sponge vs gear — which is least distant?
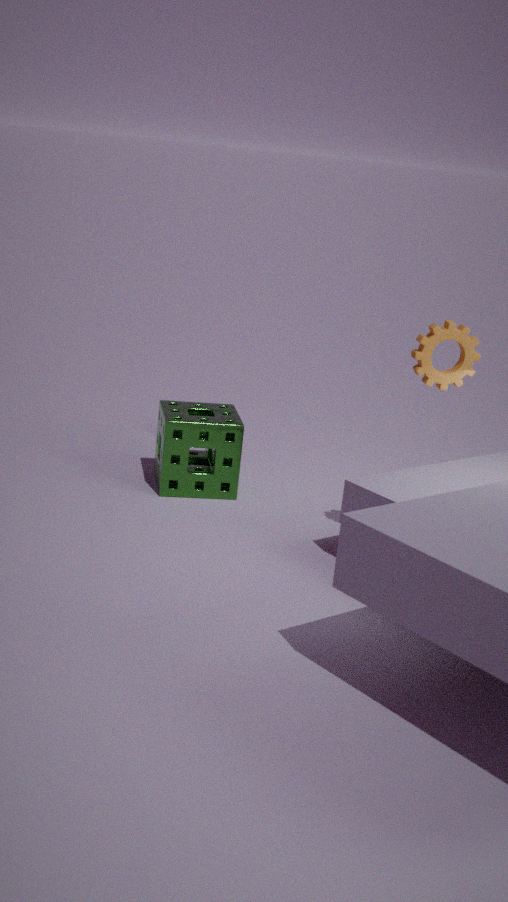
gear
